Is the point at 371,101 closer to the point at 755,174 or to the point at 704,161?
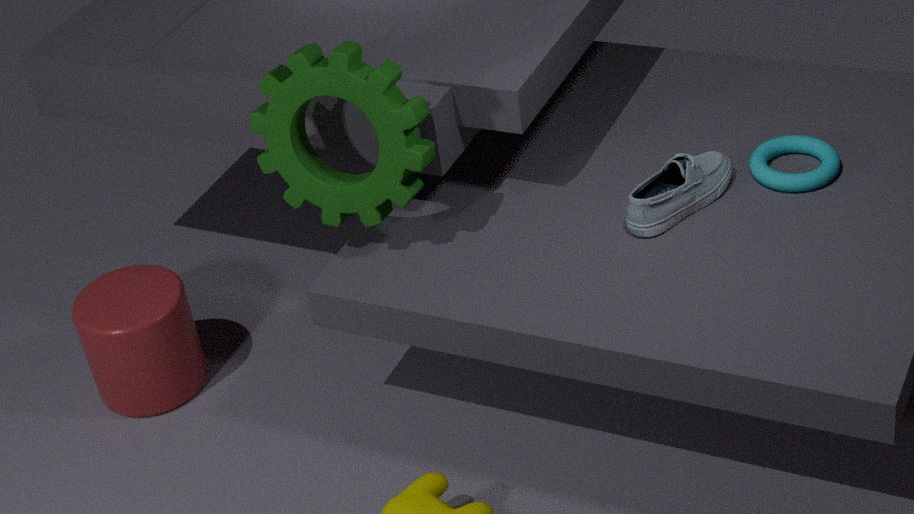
the point at 704,161
